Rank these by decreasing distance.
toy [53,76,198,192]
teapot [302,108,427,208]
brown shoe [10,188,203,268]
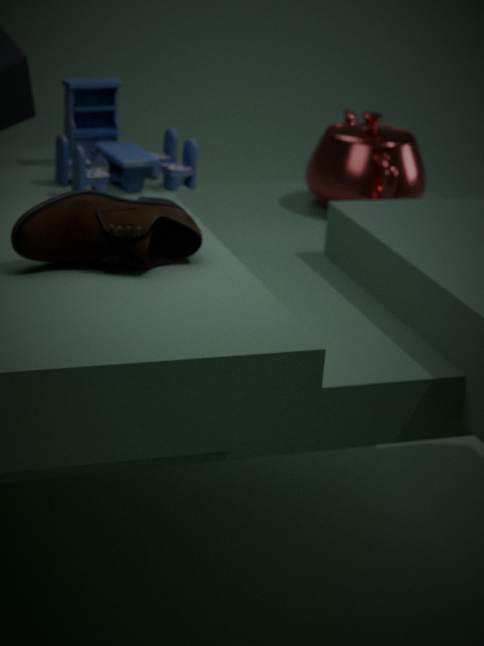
teapot [302,108,427,208] < toy [53,76,198,192] < brown shoe [10,188,203,268]
